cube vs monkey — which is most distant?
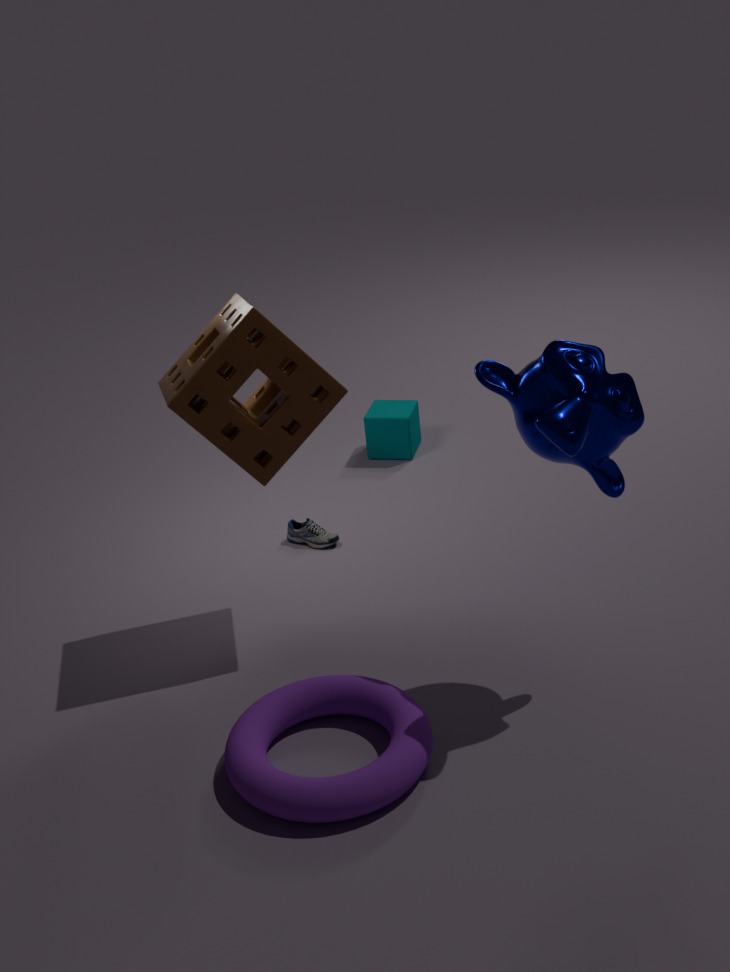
cube
